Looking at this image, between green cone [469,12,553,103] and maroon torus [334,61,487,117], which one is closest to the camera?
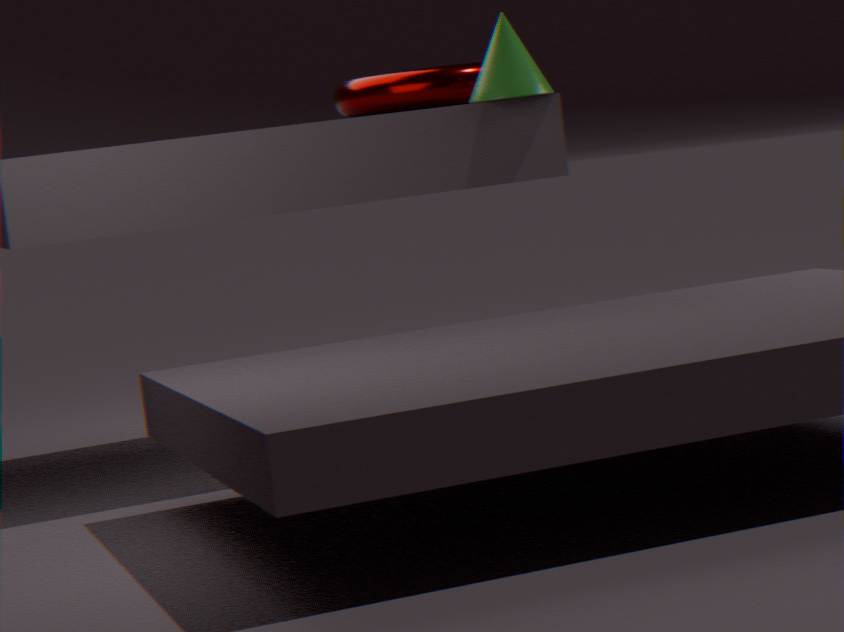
green cone [469,12,553,103]
